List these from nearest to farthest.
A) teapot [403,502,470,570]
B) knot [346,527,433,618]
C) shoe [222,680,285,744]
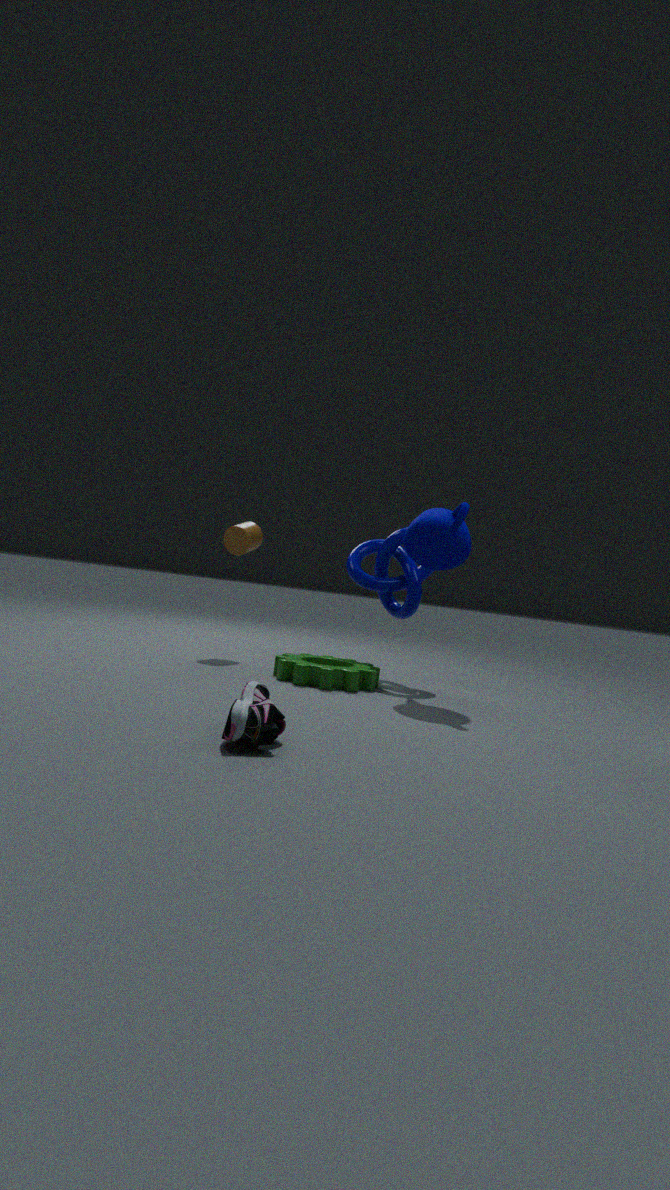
shoe [222,680,285,744], teapot [403,502,470,570], knot [346,527,433,618]
